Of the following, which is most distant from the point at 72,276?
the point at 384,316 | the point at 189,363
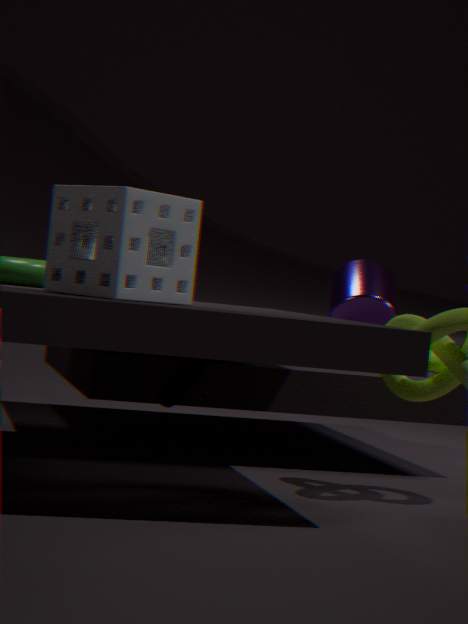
the point at 384,316
